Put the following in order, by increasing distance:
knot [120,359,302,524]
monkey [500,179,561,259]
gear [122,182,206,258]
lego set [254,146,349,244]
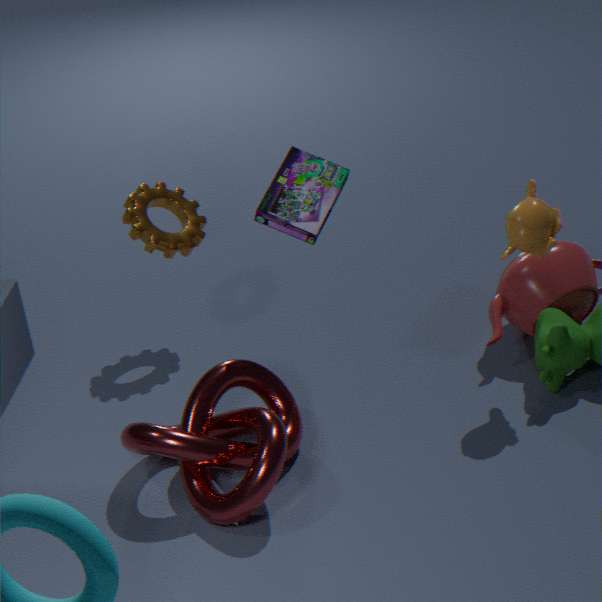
knot [120,359,302,524] → monkey [500,179,561,259] → lego set [254,146,349,244] → gear [122,182,206,258]
